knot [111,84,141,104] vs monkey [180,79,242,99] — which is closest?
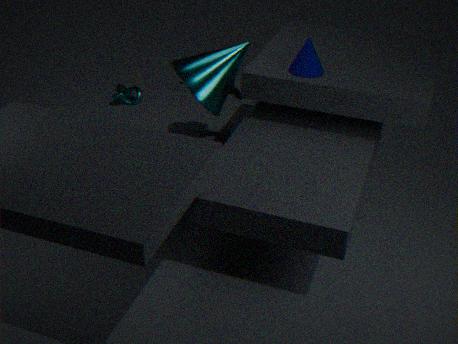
monkey [180,79,242,99]
